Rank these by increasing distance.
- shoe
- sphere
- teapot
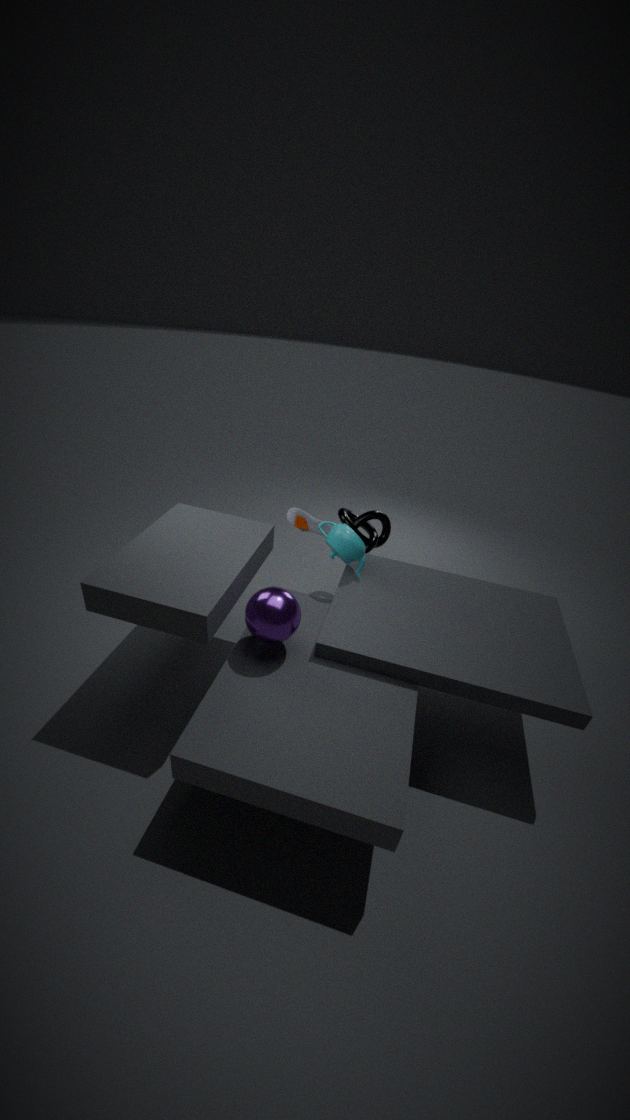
sphere < teapot < shoe
